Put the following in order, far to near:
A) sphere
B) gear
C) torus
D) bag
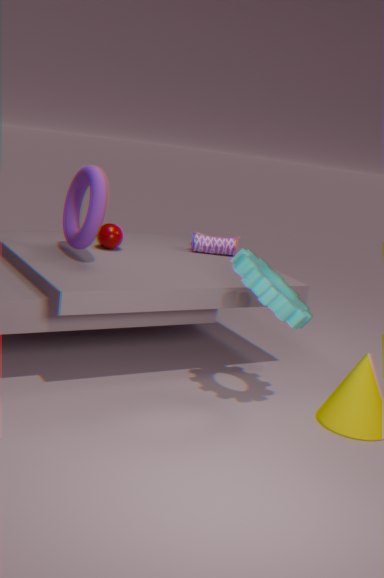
bag < sphere < torus < gear
